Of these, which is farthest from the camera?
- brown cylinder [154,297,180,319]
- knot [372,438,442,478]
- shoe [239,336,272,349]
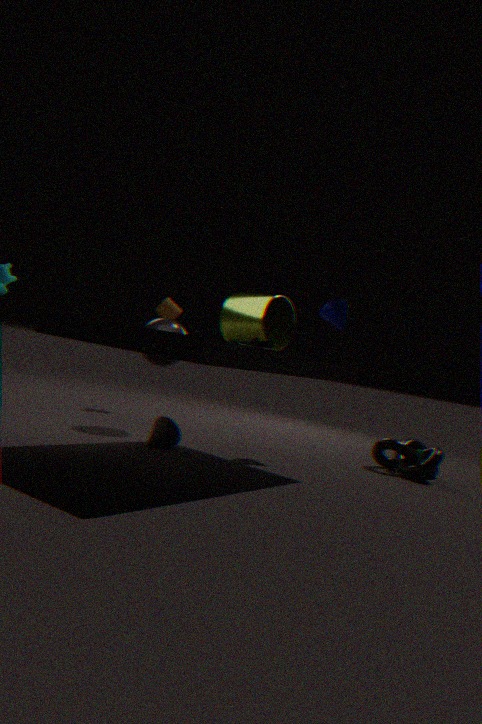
brown cylinder [154,297,180,319]
